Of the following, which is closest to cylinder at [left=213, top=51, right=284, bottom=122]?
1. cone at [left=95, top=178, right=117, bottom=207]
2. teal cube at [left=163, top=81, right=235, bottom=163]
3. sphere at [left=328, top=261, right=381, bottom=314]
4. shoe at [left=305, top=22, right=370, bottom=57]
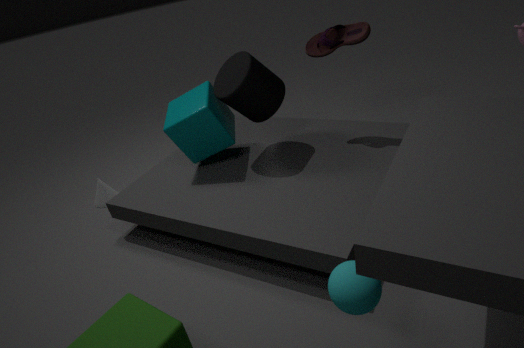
teal cube at [left=163, top=81, right=235, bottom=163]
